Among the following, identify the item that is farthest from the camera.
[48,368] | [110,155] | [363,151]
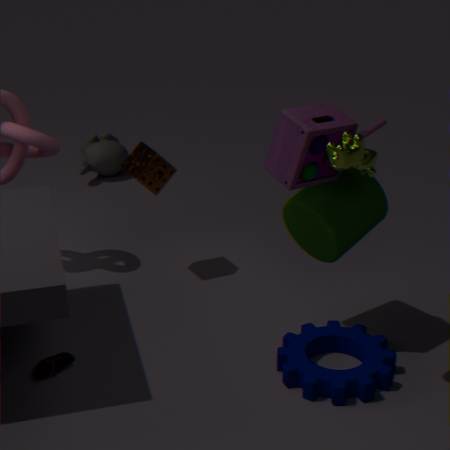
[110,155]
